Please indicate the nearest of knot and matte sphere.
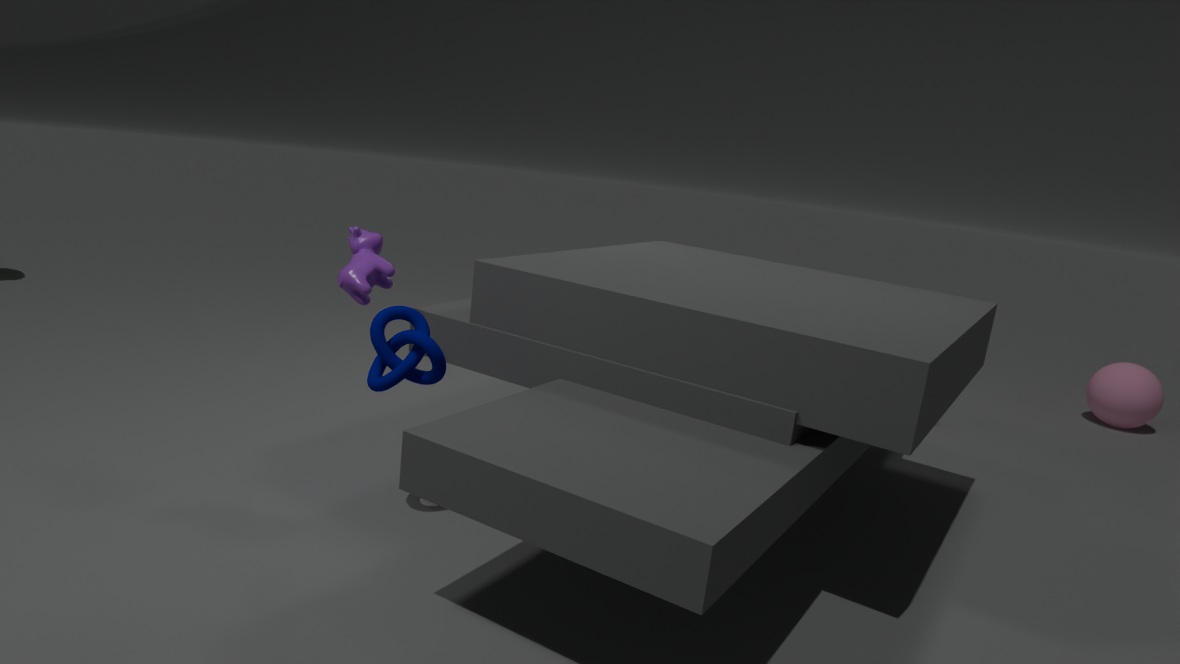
knot
